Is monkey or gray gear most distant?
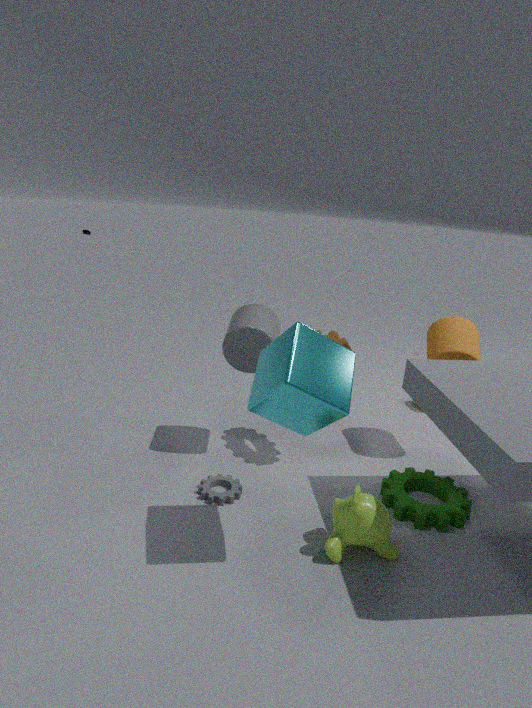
gray gear
